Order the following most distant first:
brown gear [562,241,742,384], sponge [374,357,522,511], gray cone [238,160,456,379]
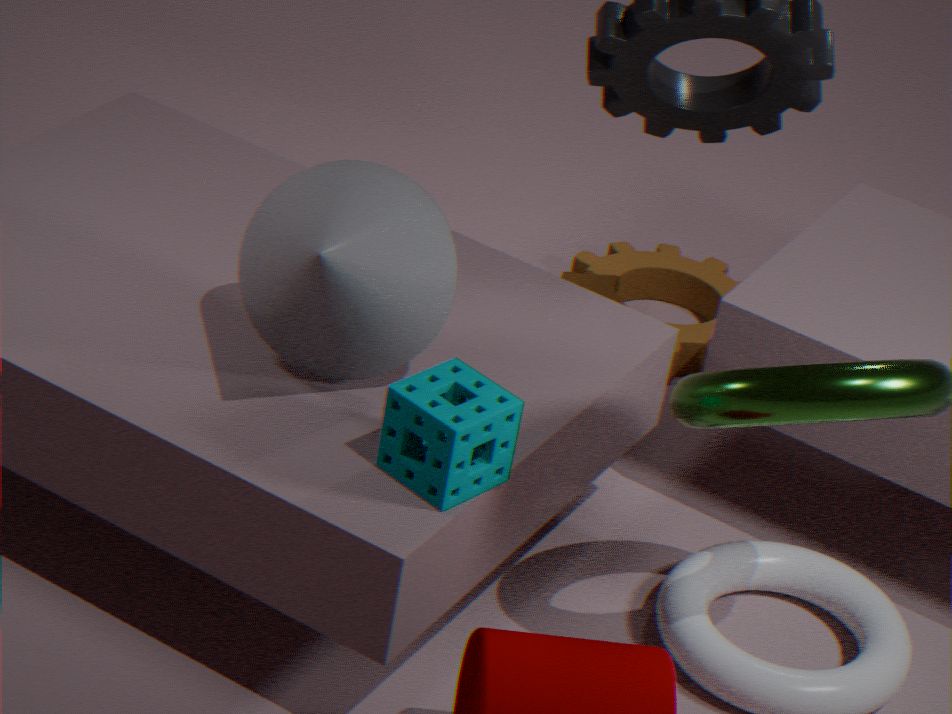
brown gear [562,241,742,384] → gray cone [238,160,456,379] → sponge [374,357,522,511]
